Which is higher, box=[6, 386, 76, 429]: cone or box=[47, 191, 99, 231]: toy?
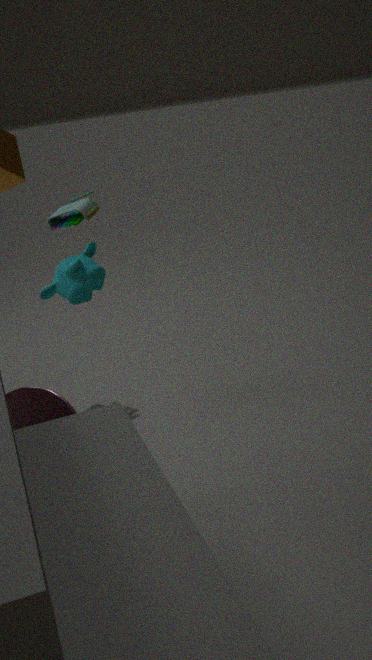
box=[47, 191, 99, 231]: toy
